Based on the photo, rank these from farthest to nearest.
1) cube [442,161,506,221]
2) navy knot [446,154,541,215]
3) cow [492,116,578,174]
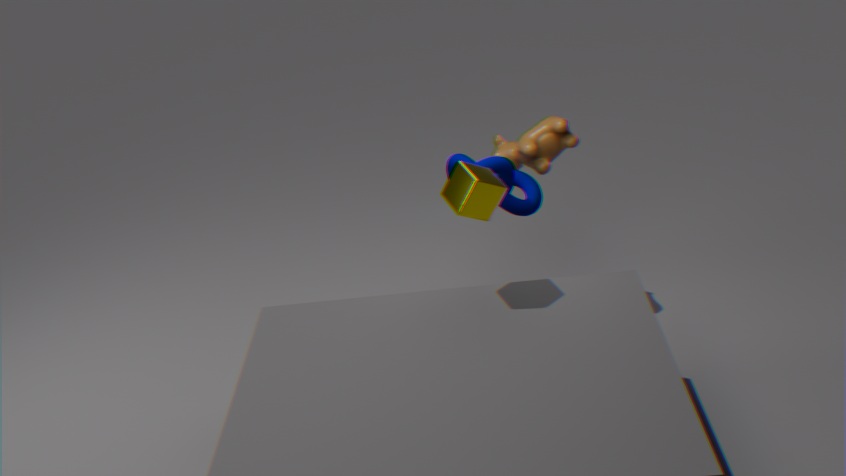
3. cow [492,116,578,174] < 2. navy knot [446,154,541,215] < 1. cube [442,161,506,221]
